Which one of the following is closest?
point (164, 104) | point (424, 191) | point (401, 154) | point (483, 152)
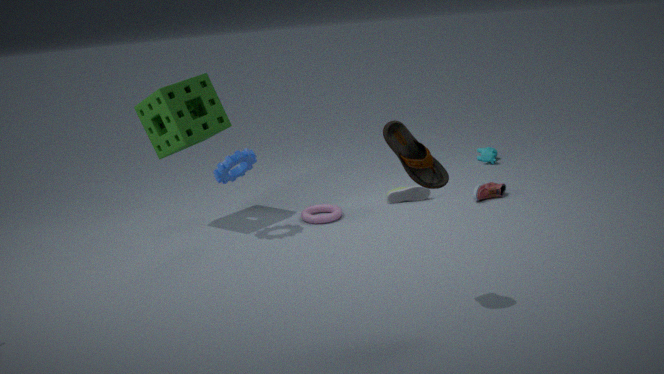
point (401, 154)
